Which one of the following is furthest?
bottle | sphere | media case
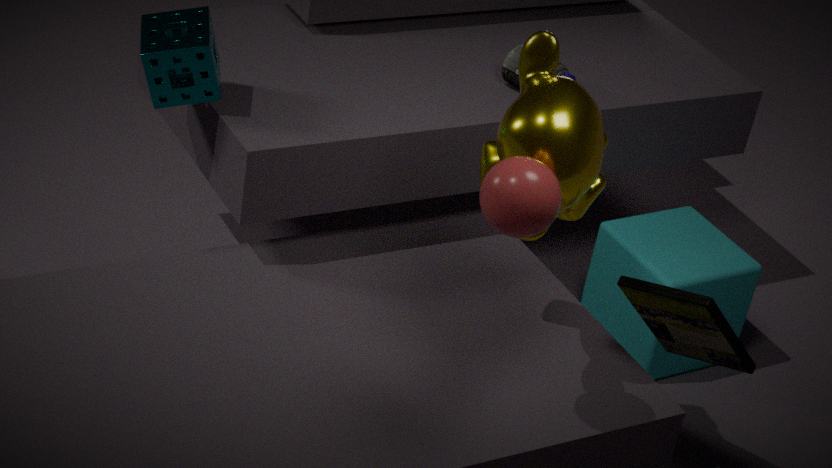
bottle
